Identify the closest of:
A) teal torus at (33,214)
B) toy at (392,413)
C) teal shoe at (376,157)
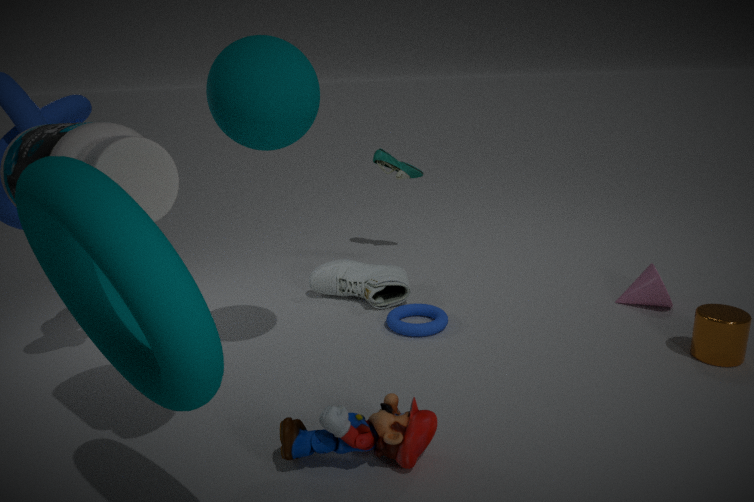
teal torus at (33,214)
